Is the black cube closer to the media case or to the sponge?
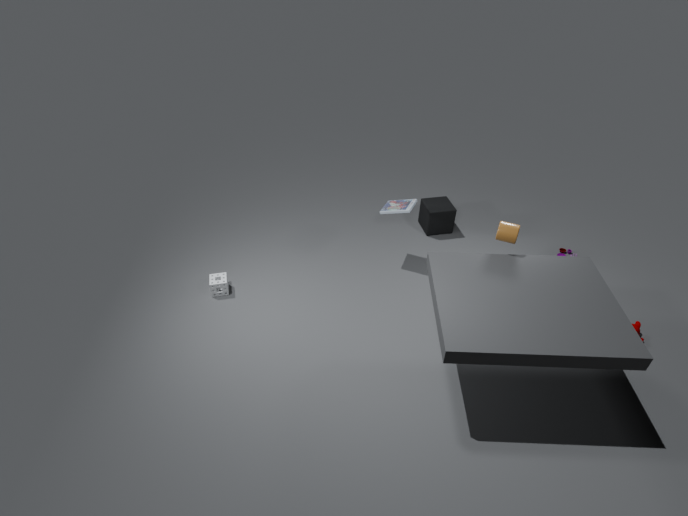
the media case
